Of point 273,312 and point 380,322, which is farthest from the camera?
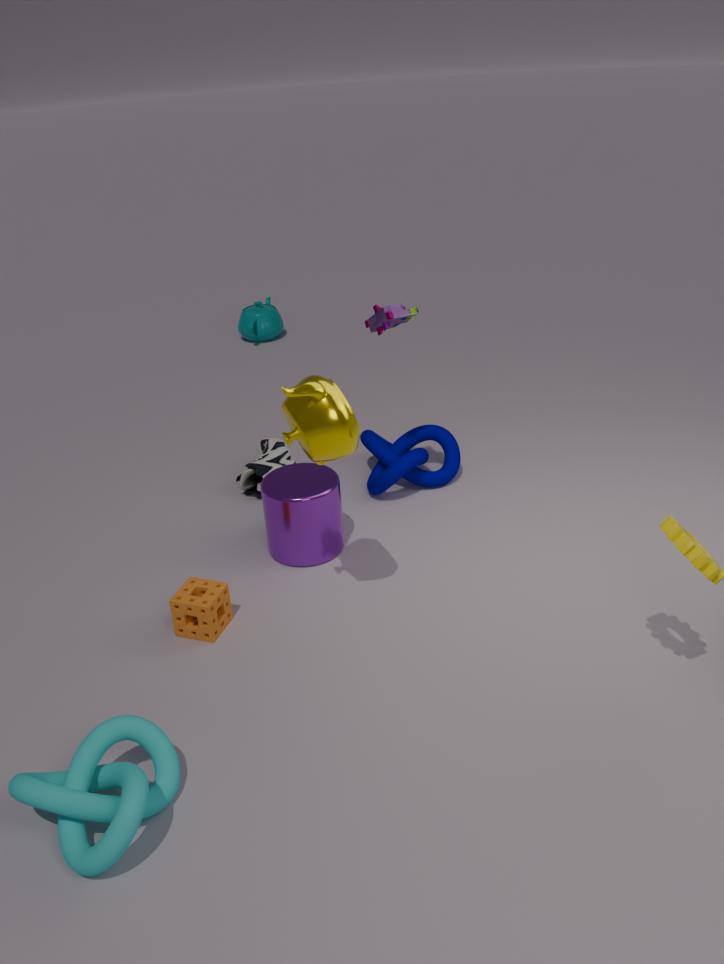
point 273,312
